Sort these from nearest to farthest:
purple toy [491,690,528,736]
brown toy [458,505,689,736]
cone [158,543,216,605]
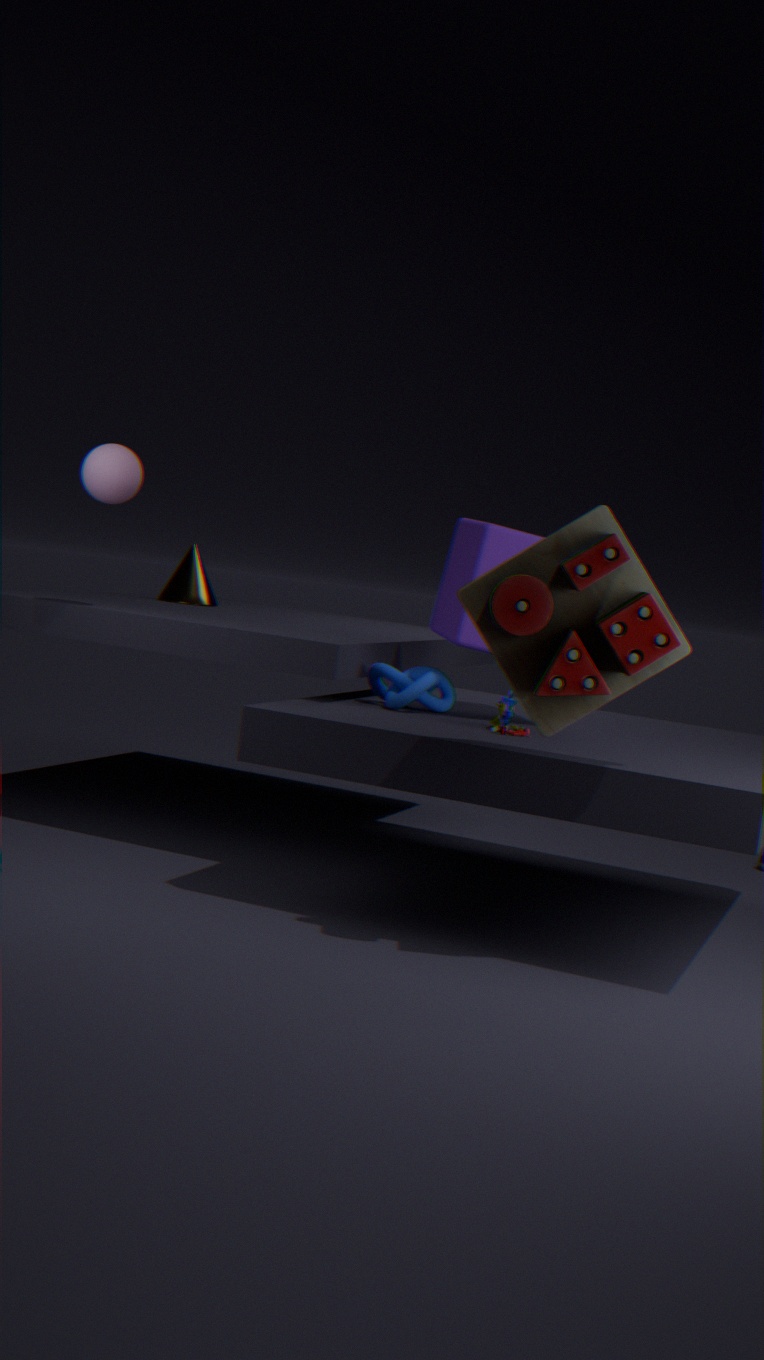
brown toy [458,505,689,736], purple toy [491,690,528,736], cone [158,543,216,605]
